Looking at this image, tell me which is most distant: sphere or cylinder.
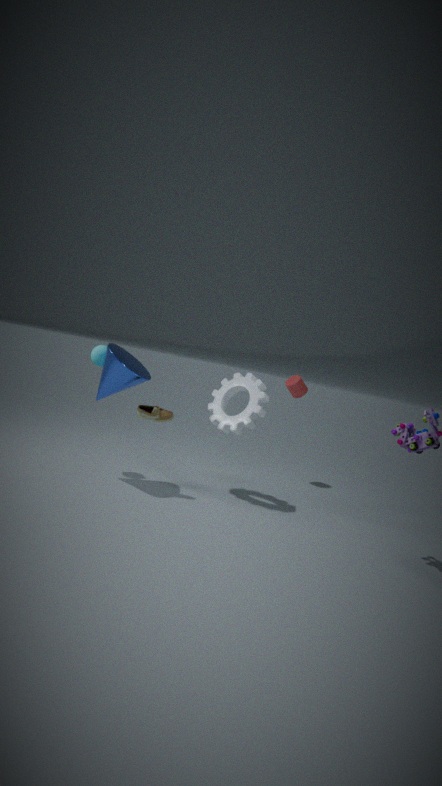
cylinder
